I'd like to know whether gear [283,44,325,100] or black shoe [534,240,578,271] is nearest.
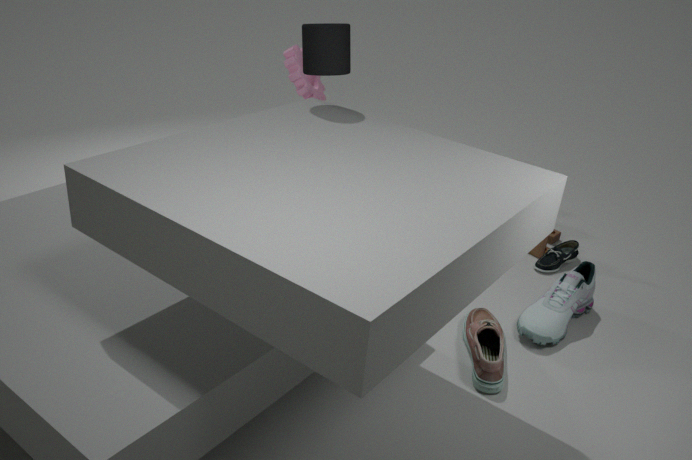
gear [283,44,325,100]
